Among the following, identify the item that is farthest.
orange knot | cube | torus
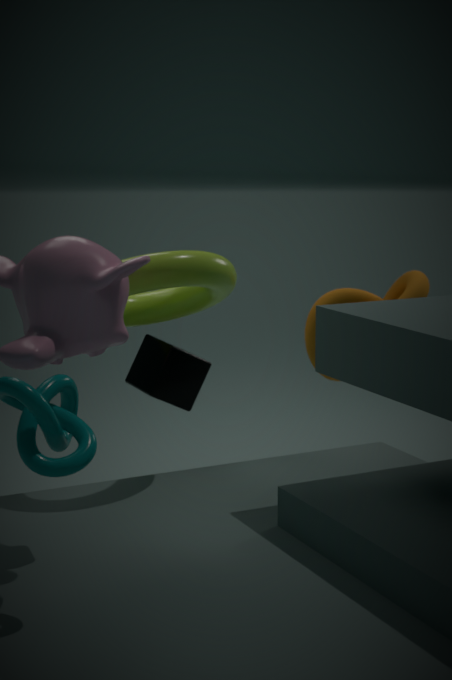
orange knot
